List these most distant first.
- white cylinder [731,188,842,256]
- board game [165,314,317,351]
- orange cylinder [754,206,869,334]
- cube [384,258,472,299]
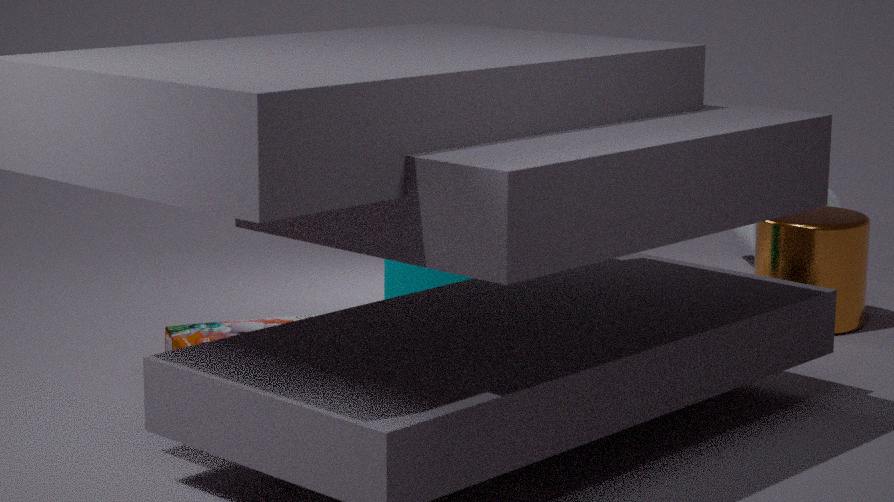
white cylinder [731,188,842,256] < orange cylinder [754,206,869,334] < cube [384,258,472,299] < board game [165,314,317,351]
